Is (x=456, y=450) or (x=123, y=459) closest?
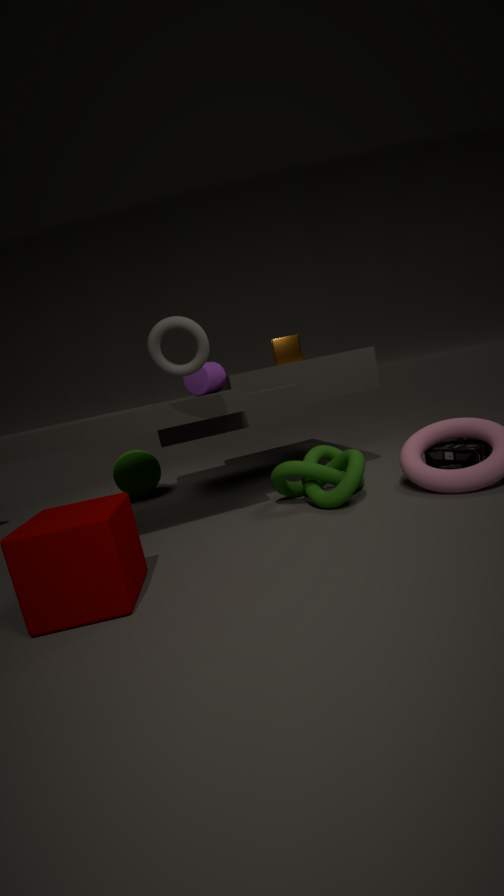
(x=456, y=450)
